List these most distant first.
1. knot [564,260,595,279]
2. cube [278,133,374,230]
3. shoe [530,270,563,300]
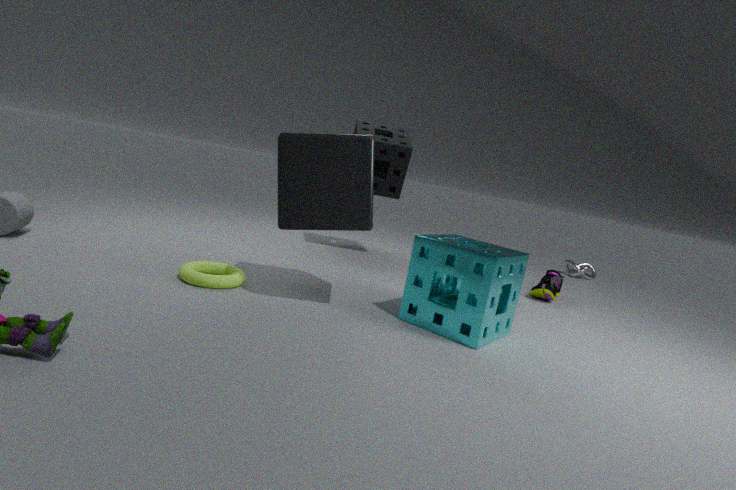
knot [564,260,595,279] < shoe [530,270,563,300] < cube [278,133,374,230]
